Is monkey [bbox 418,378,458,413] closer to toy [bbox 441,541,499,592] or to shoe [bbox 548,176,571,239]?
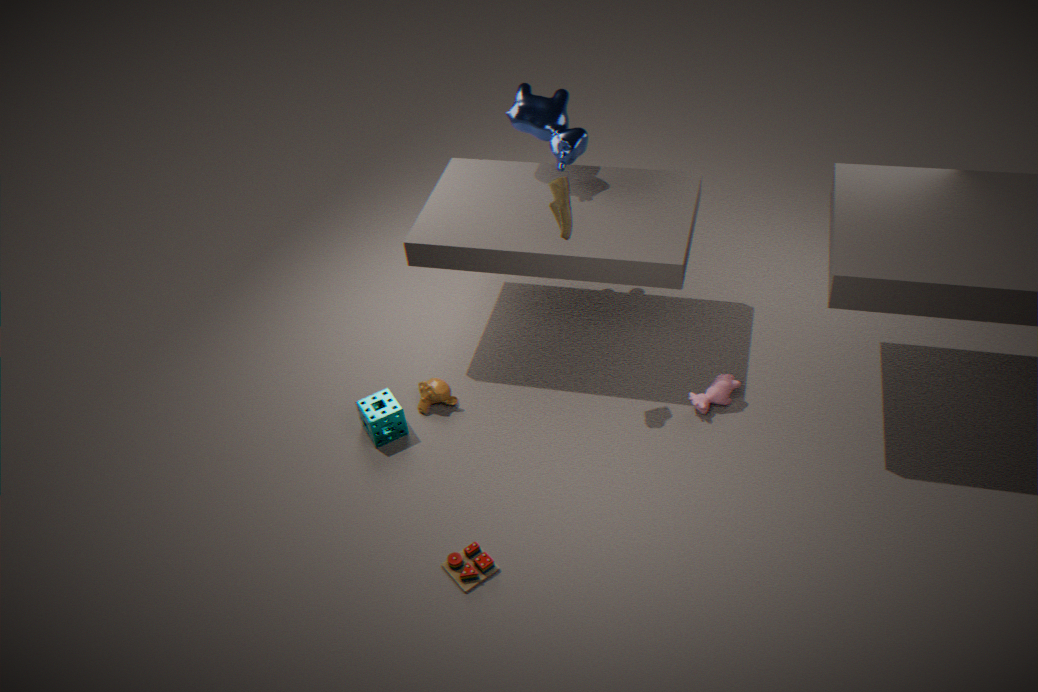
toy [bbox 441,541,499,592]
